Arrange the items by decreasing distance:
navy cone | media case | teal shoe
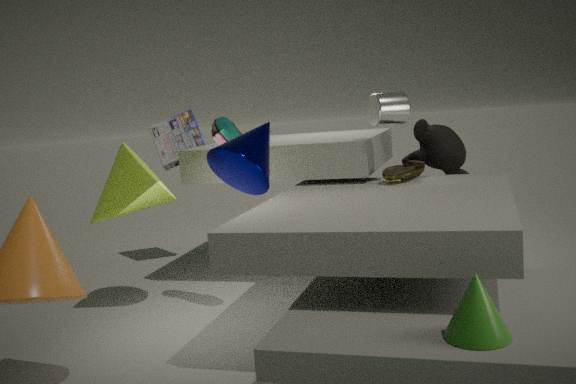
1. media case
2. teal shoe
3. navy cone
